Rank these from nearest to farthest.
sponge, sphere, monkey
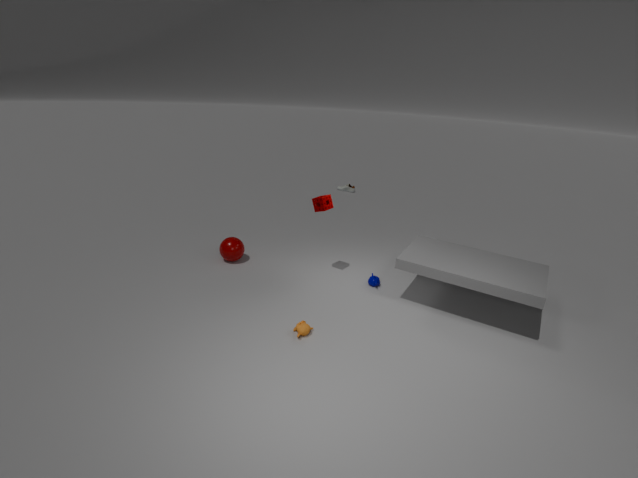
monkey < sponge < sphere
